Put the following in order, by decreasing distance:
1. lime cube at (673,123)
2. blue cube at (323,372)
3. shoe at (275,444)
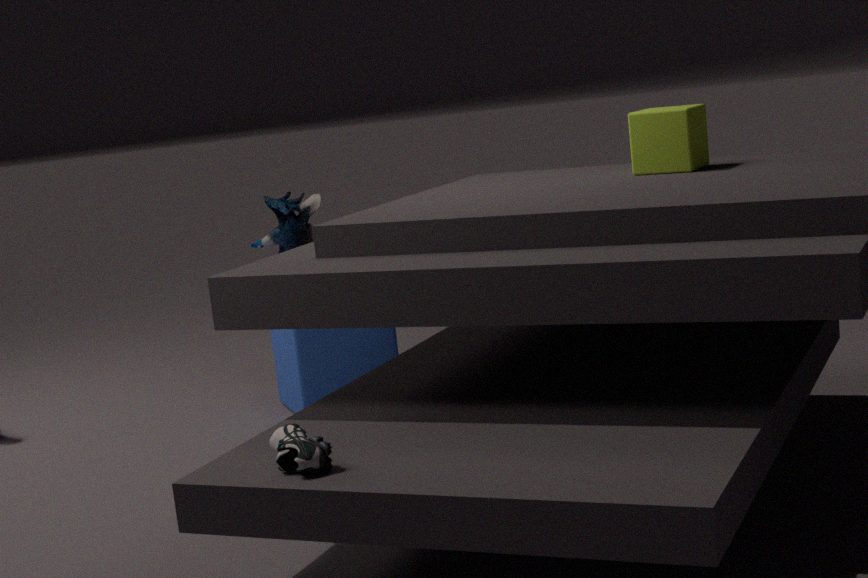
blue cube at (323,372) → lime cube at (673,123) → shoe at (275,444)
